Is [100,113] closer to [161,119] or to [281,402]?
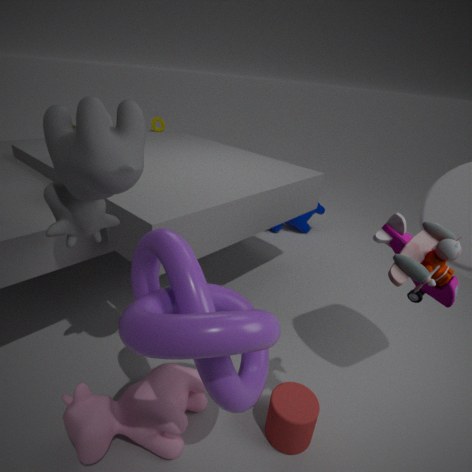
[281,402]
